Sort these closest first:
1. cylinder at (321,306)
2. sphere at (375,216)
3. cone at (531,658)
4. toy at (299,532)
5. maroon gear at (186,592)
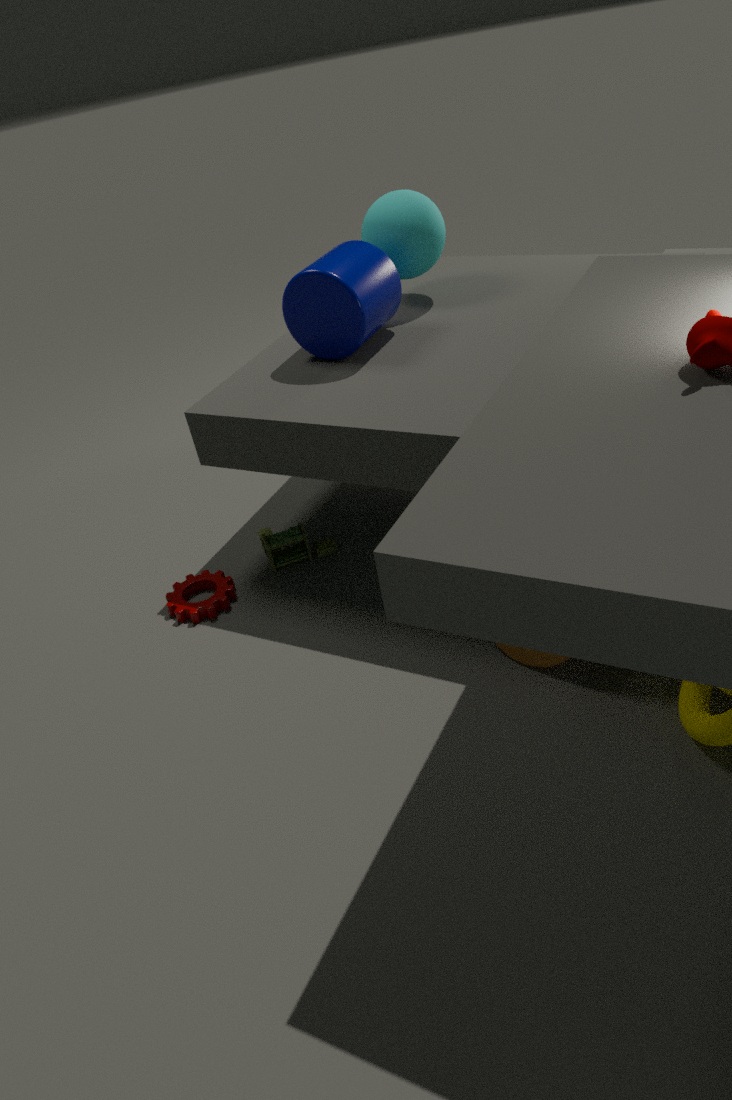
1. cone at (531,658)
2. cylinder at (321,306)
3. maroon gear at (186,592)
4. toy at (299,532)
5. sphere at (375,216)
